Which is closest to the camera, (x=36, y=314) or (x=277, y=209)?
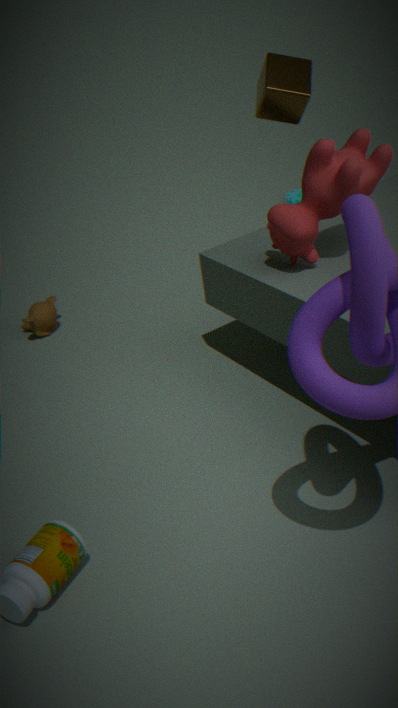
(x=277, y=209)
